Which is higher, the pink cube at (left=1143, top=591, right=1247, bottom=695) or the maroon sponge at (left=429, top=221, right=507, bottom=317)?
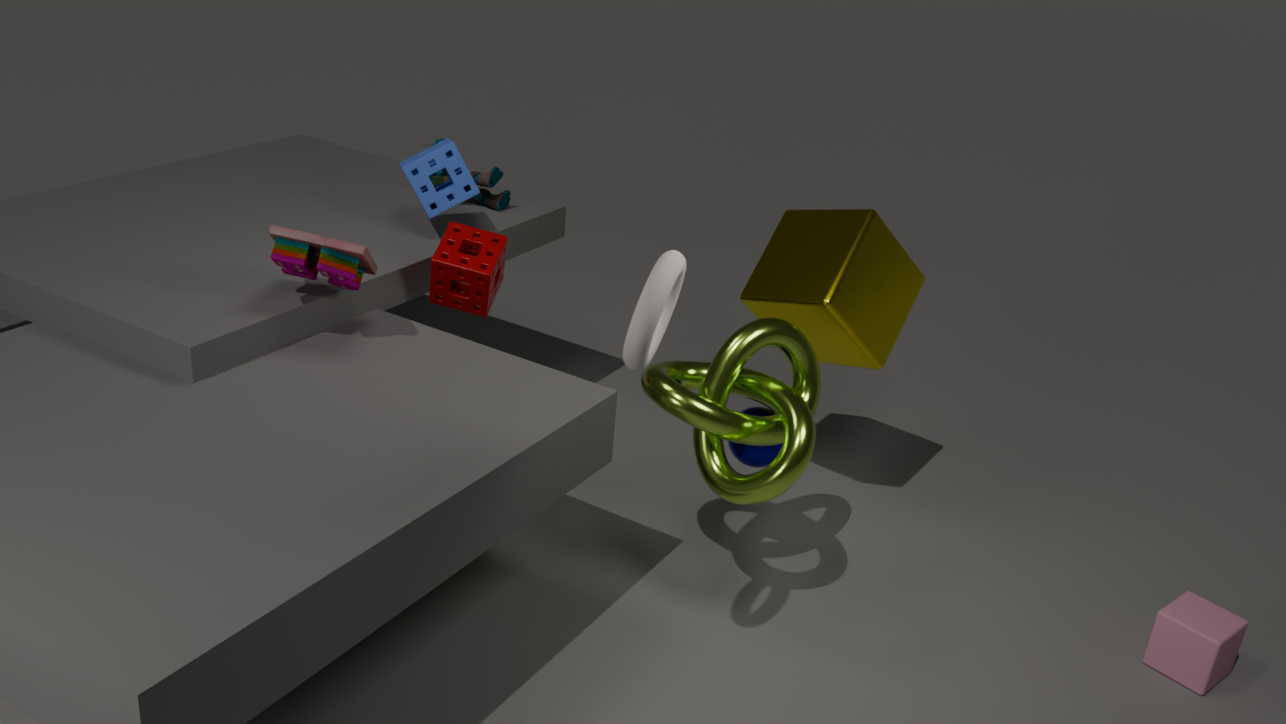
the maroon sponge at (left=429, top=221, right=507, bottom=317)
